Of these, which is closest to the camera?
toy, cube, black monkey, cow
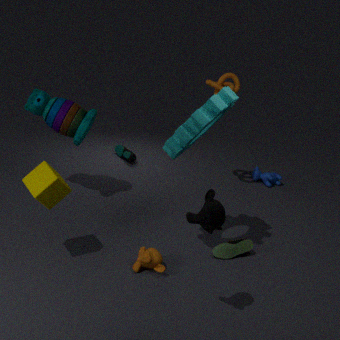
black monkey
